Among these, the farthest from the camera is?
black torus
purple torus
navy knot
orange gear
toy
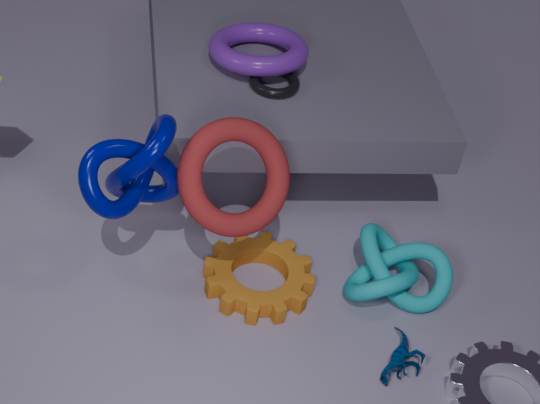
purple torus
